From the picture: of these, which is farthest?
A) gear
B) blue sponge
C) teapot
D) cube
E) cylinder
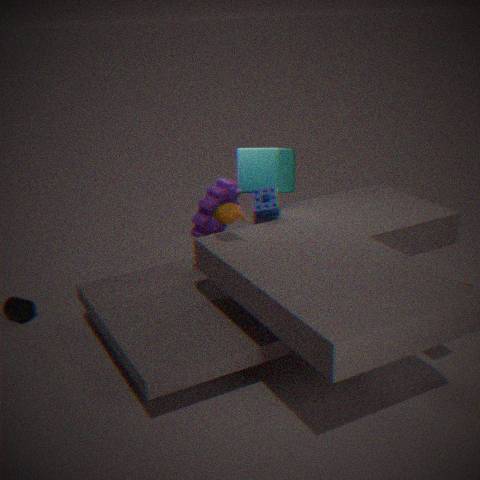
cylinder
